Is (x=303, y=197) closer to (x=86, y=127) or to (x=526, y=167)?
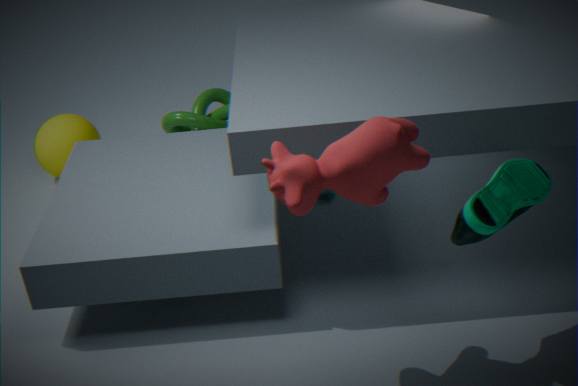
(x=526, y=167)
